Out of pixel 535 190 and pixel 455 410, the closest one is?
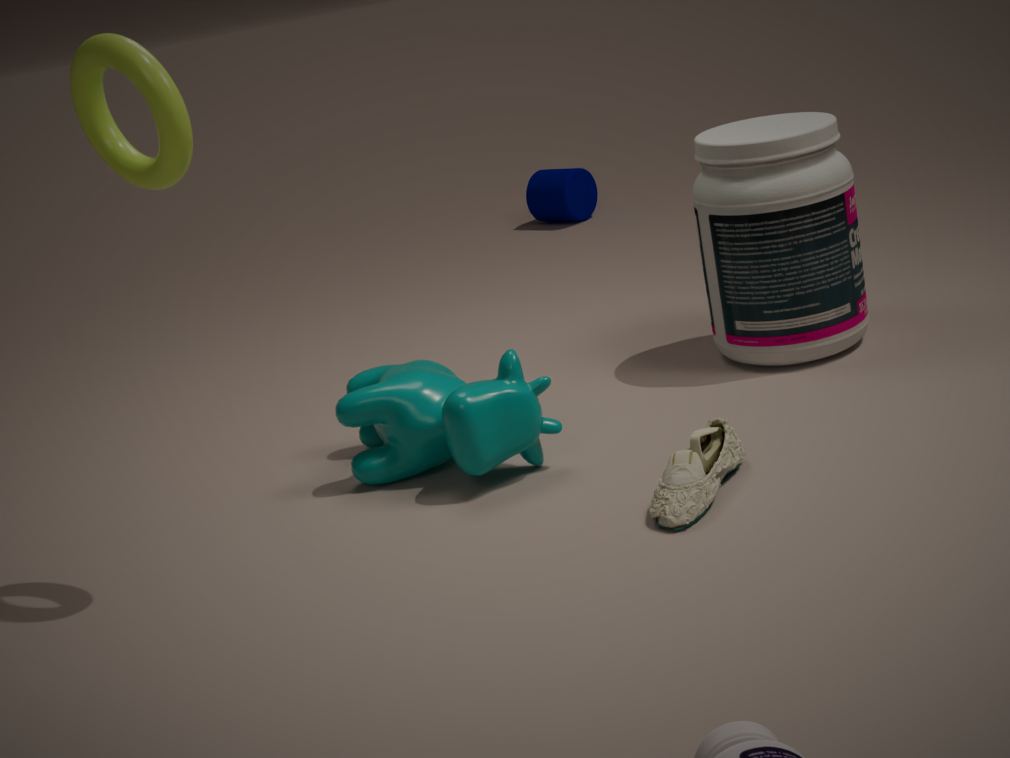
pixel 455 410
